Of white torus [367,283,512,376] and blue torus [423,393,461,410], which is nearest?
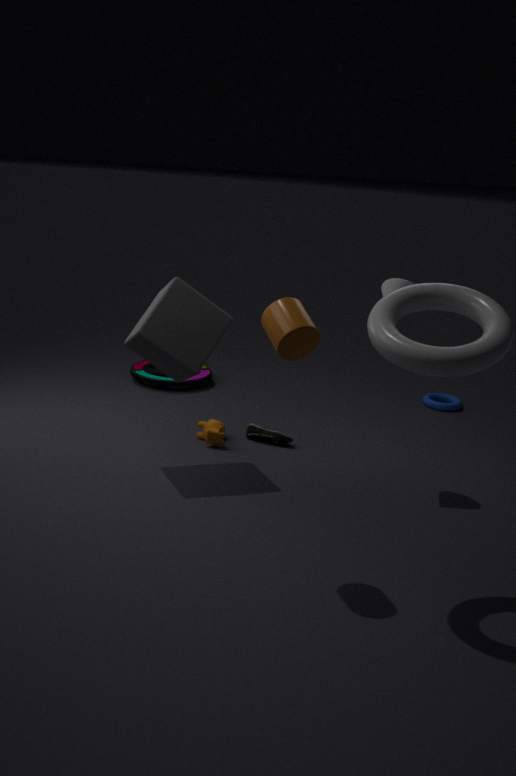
A: white torus [367,283,512,376]
